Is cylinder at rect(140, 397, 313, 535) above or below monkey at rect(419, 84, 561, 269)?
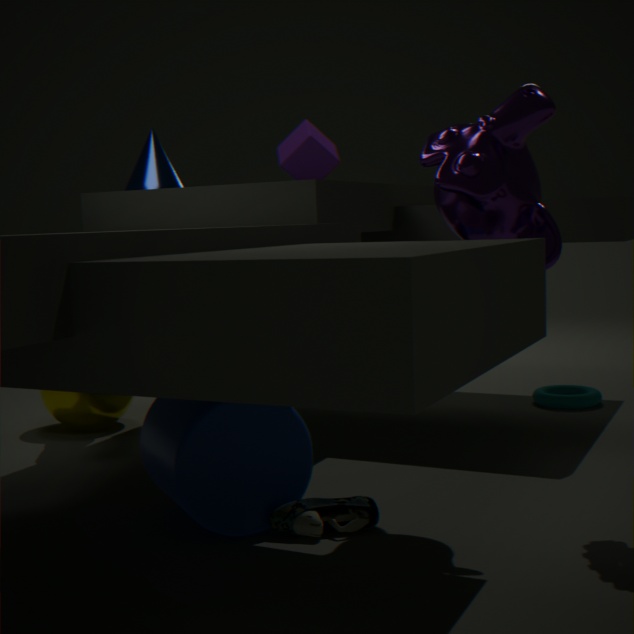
below
